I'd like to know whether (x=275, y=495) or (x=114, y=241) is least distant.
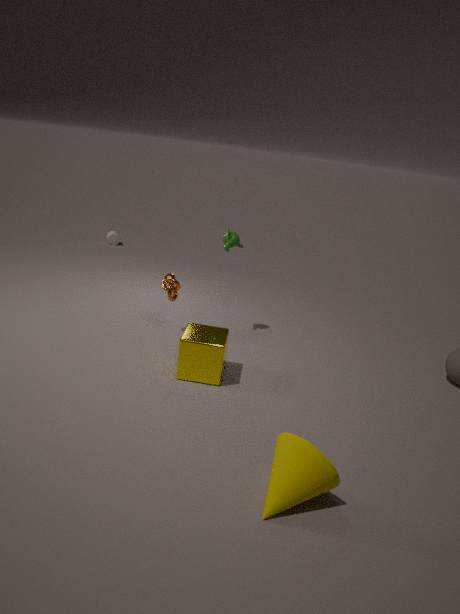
(x=275, y=495)
